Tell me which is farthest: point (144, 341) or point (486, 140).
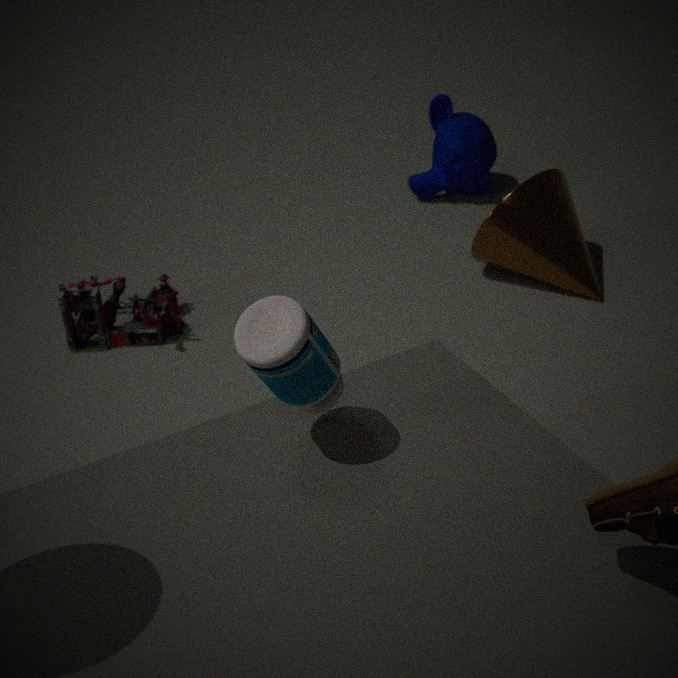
point (486, 140)
